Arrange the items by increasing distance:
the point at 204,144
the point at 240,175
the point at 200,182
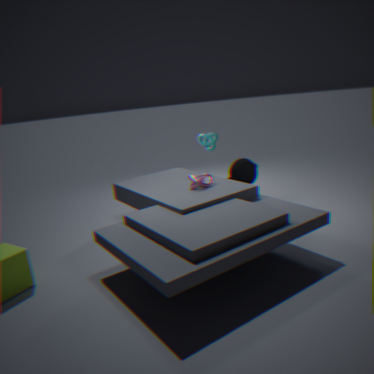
1. the point at 200,182
2. the point at 240,175
3. the point at 204,144
